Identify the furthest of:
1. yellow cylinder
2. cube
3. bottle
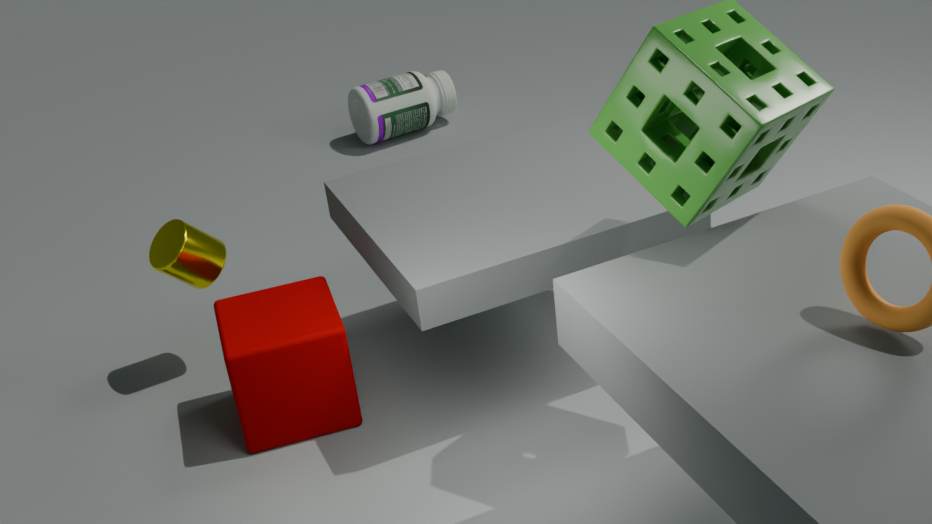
bottle
